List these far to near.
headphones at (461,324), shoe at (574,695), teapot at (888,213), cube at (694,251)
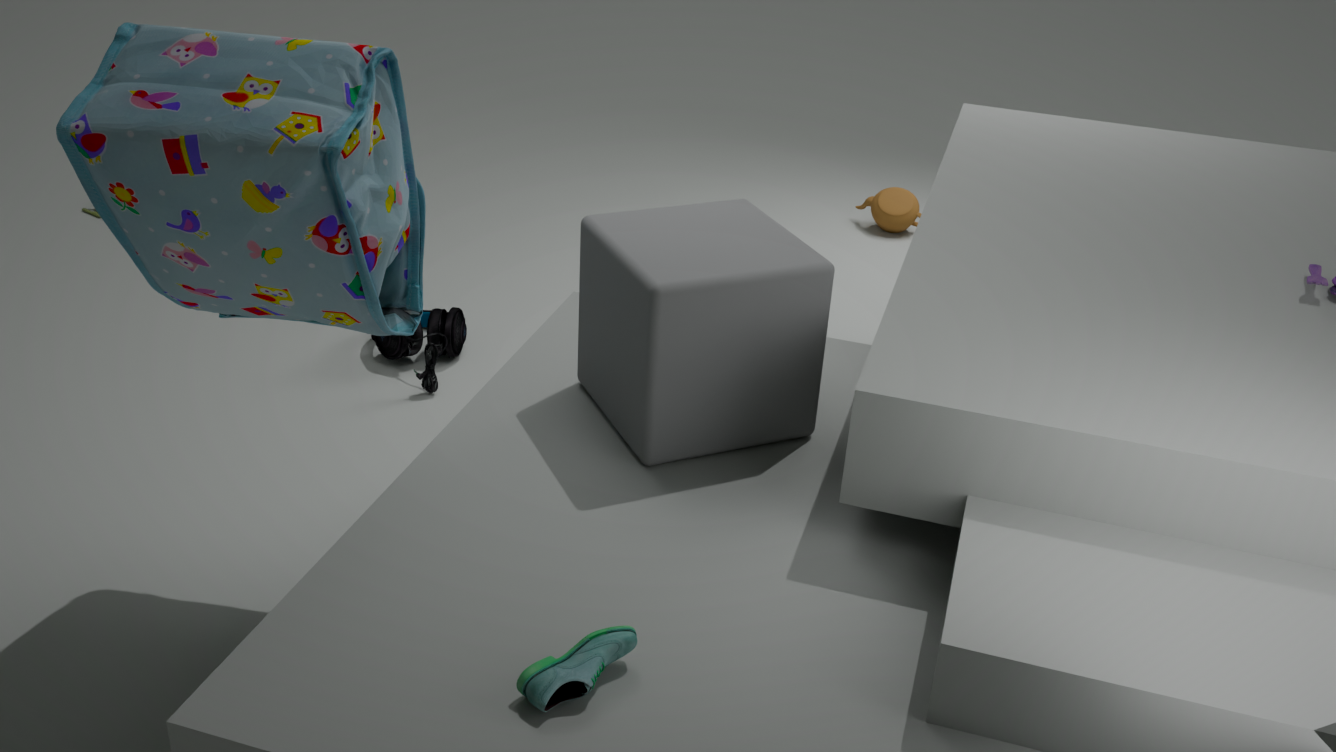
teapot at (888,213) → headphones at (461,324) → cube at (694,251) → shoe at (574,695)
